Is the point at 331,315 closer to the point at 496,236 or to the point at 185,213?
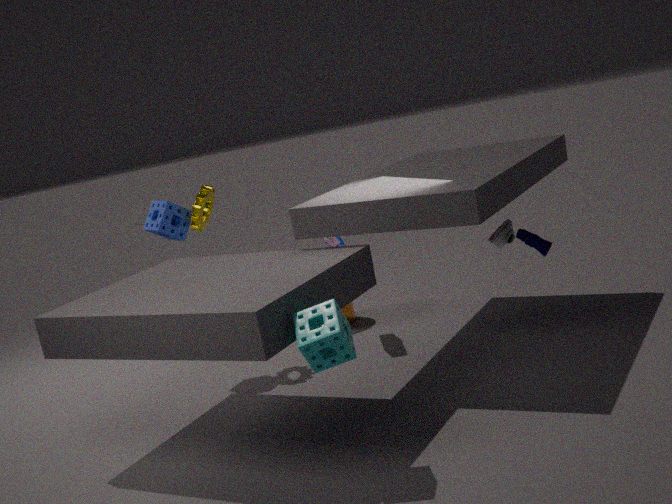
the point at 496,236
